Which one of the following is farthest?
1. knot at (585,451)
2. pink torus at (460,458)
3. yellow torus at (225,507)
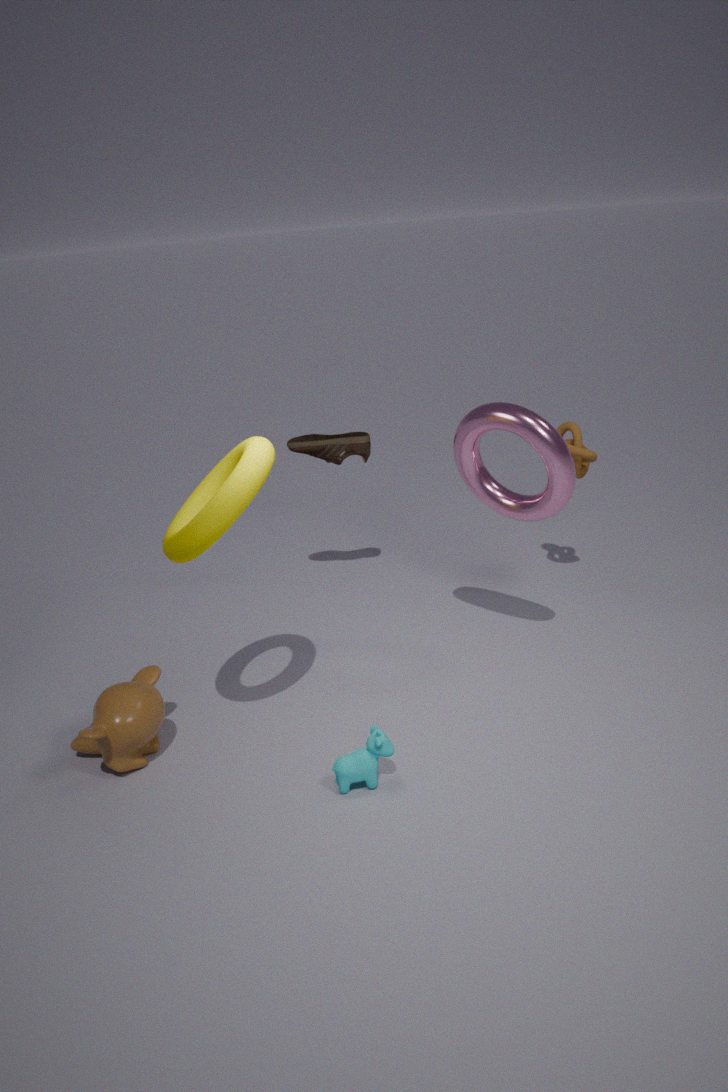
knot at (585,451)
